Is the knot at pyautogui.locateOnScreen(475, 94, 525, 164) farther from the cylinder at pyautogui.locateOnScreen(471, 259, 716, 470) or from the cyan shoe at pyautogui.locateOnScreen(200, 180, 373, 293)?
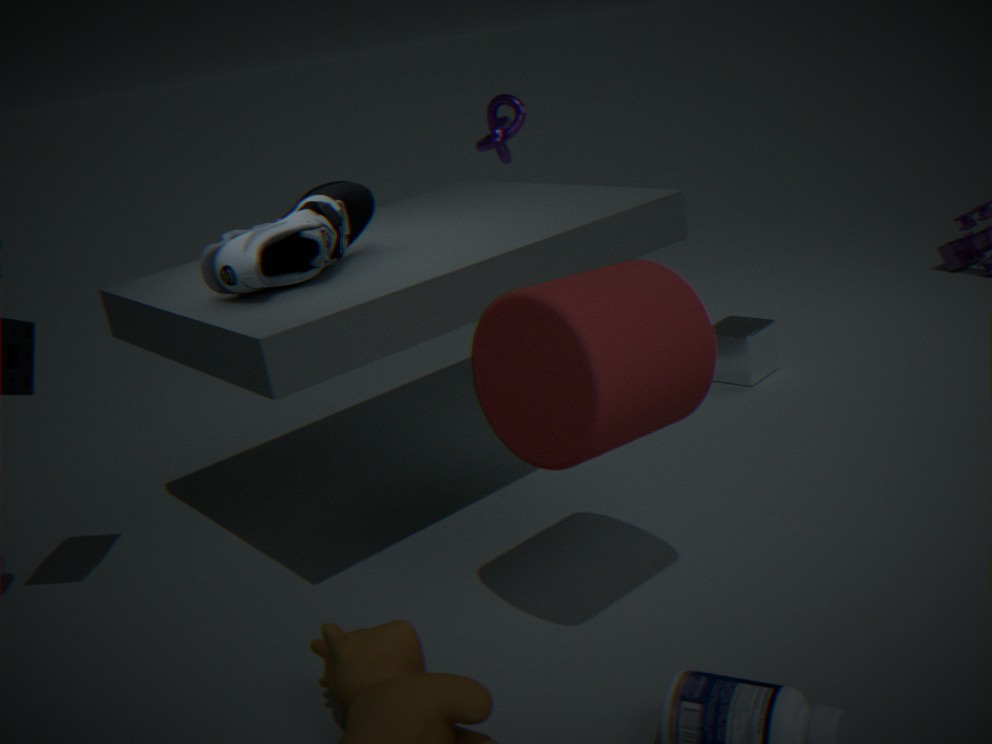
the cylinder at pyautogui.locateOnScreen(471, 259, 716, 470)
